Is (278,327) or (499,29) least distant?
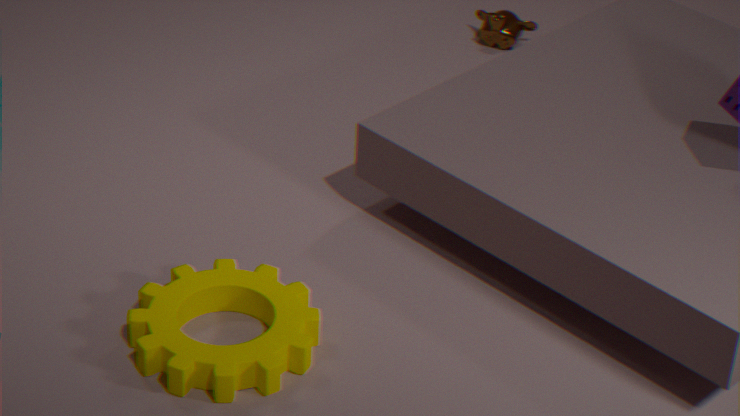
(278,327)
